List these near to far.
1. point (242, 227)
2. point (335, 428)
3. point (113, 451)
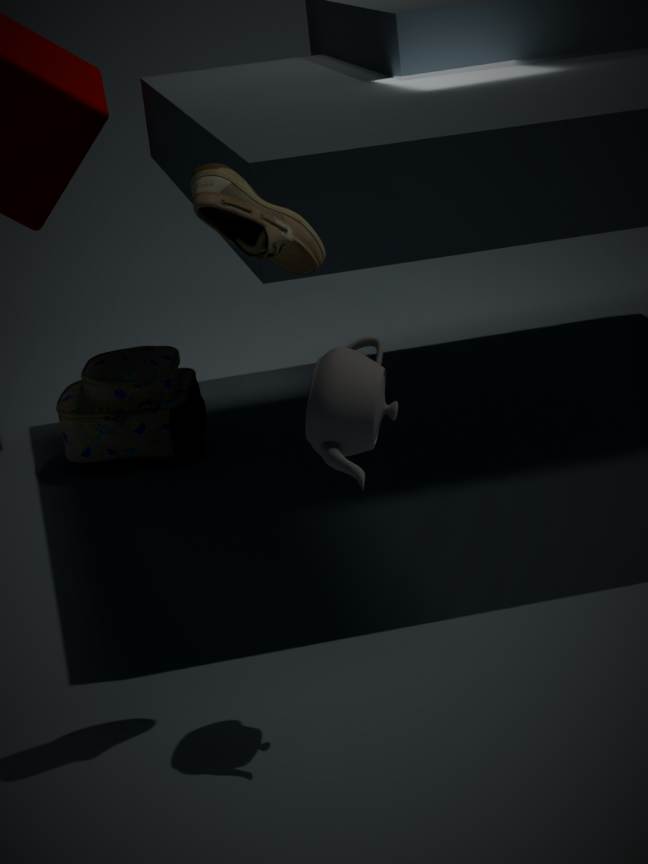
point (335, 428) → point (242, 227) → point (113, 451)
